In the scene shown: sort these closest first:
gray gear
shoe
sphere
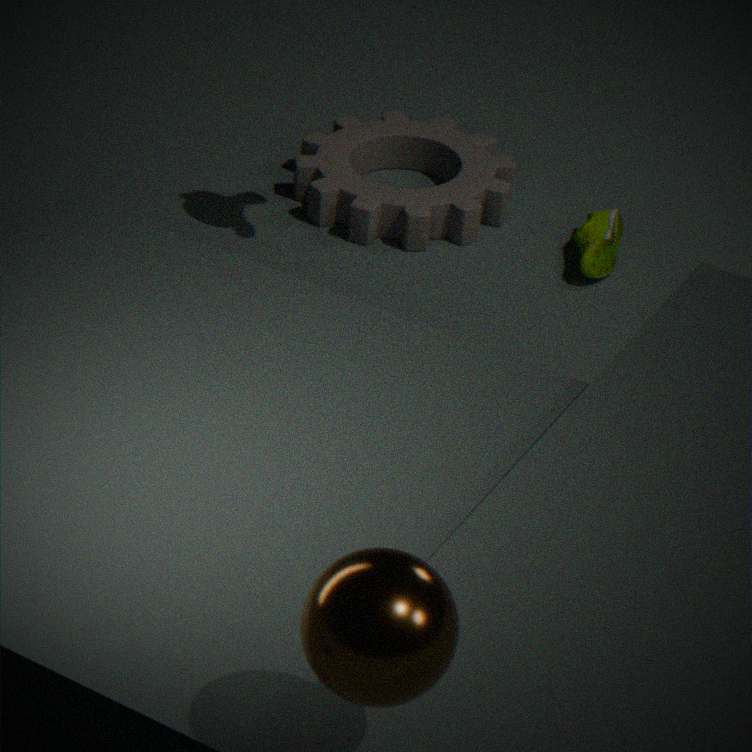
sphere
shoe
gray gear
